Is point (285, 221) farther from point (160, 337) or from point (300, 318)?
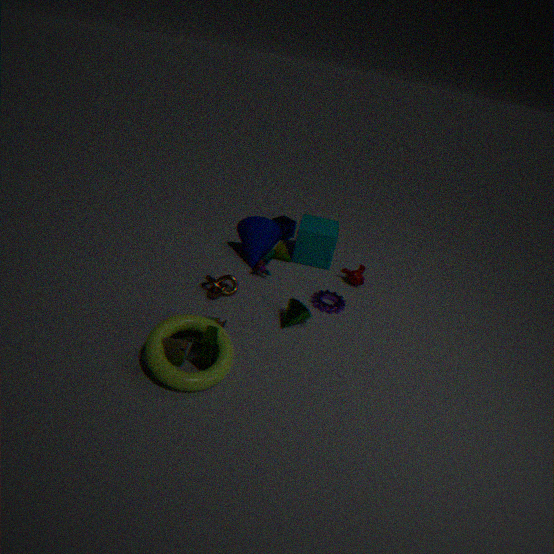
point (160, 337)
